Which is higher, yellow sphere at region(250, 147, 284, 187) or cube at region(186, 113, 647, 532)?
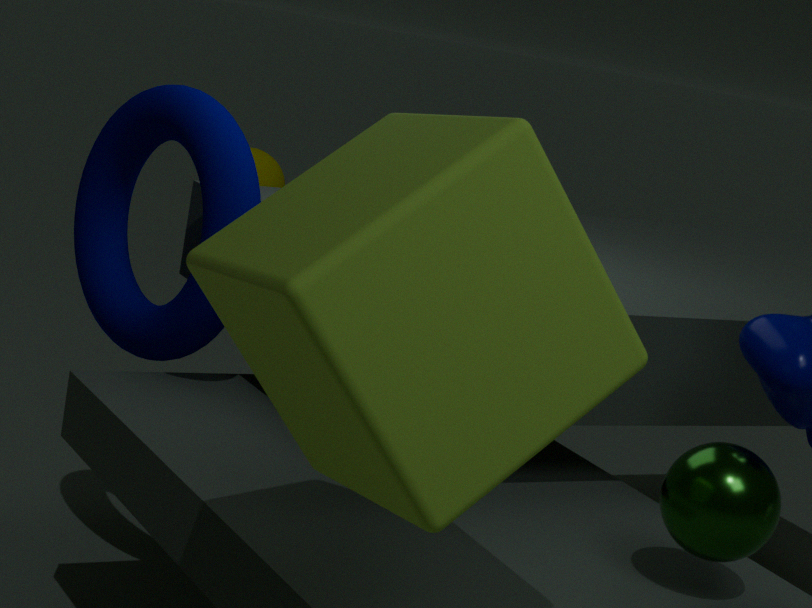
cube at region(186, 113, 647, 532)
